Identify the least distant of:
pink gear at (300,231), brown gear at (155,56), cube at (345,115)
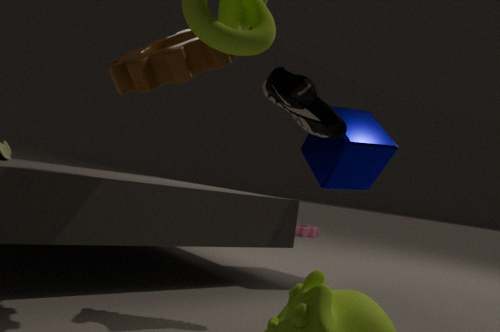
brown gear at (155,56)
